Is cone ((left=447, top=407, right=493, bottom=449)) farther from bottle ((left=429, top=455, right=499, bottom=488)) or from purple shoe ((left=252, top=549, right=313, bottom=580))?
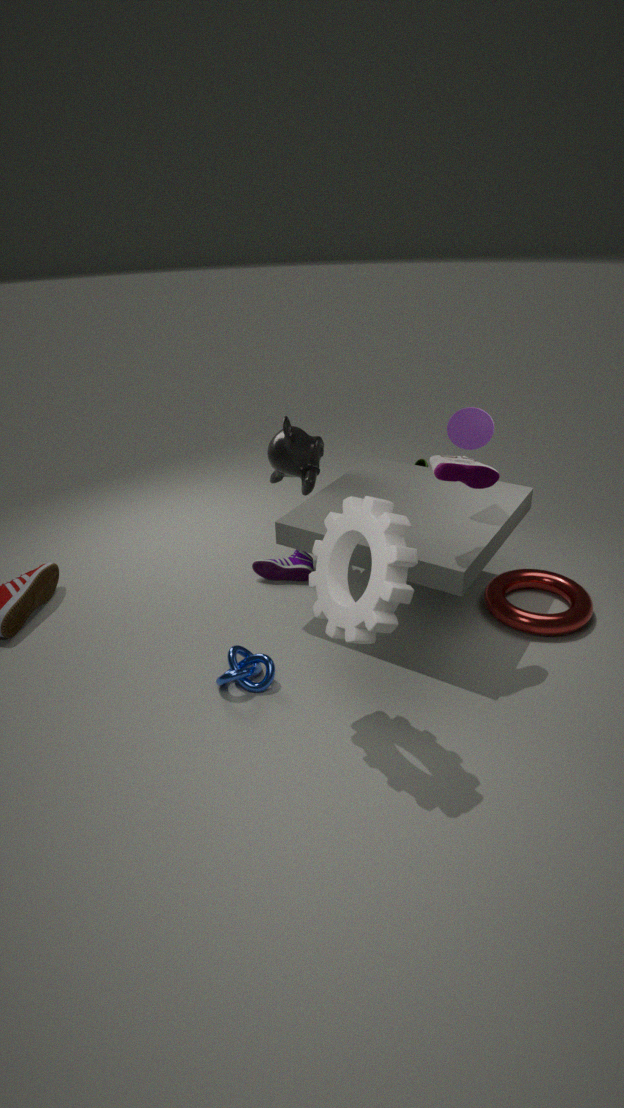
purple shoe ((left=252, top=549, right=313, bottom=580))
